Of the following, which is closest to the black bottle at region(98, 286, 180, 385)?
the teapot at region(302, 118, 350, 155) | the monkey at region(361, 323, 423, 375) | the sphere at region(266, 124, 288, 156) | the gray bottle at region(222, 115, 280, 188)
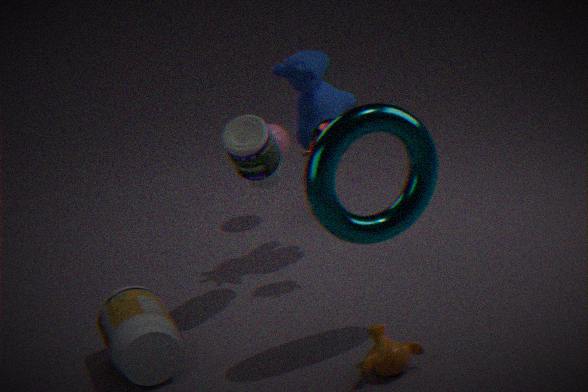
the gray bottle at region(222, 115, 280, 188)
